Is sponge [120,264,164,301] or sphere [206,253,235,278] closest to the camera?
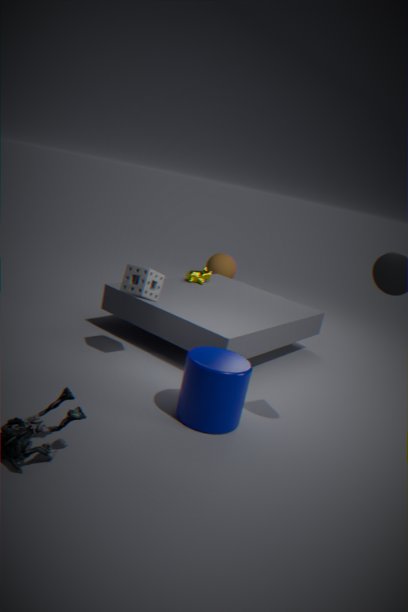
sponge [120,264,164,301]
